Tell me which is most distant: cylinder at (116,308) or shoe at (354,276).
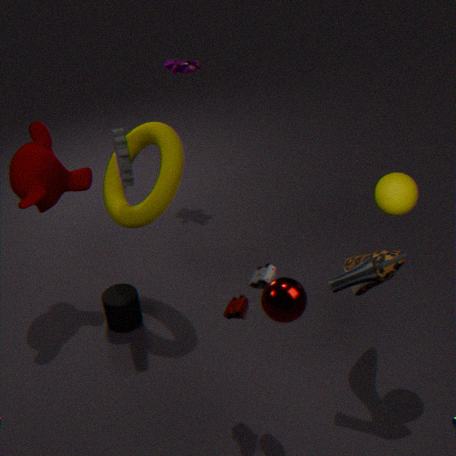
cylinder at (116,308)
